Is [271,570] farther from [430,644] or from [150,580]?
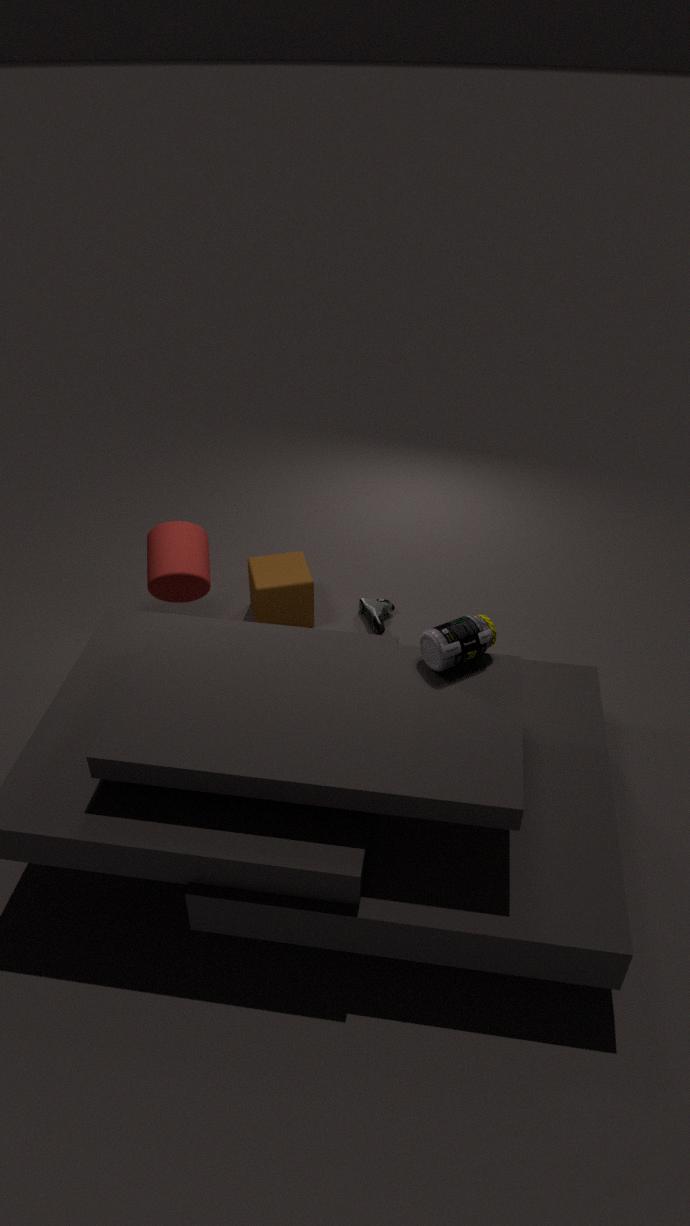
[430,644]
